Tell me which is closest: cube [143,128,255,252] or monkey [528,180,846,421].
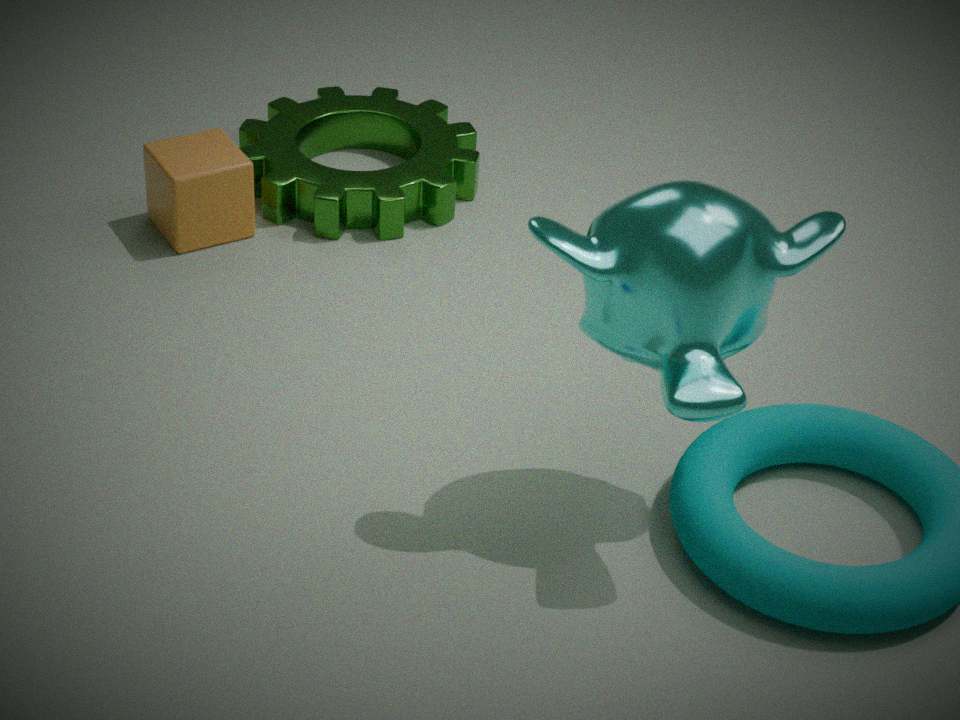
monkey [528,180,846,421]
